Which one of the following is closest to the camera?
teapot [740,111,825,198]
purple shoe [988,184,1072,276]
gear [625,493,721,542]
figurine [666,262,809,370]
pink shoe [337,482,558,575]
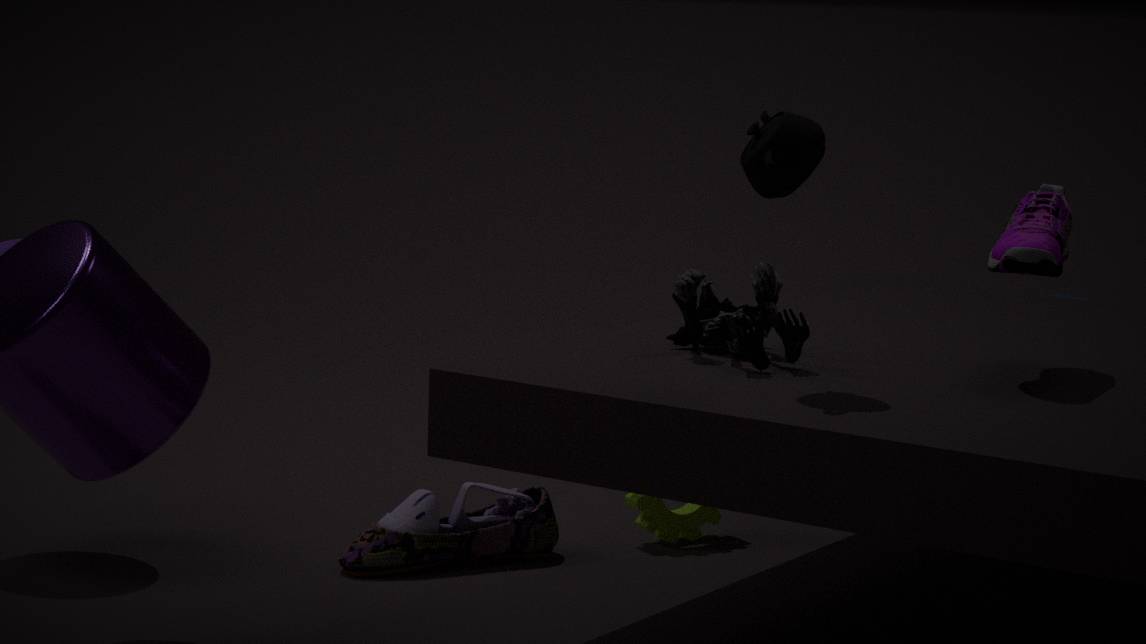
teapot [740,111,825,198]
